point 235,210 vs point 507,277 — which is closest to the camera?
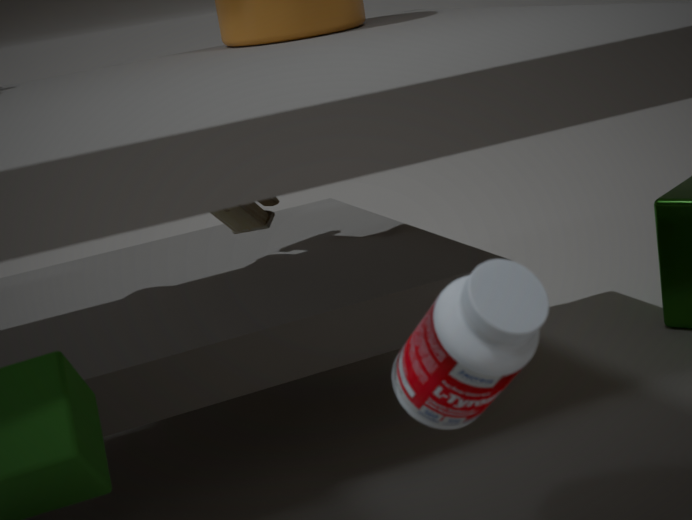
point 507,277
